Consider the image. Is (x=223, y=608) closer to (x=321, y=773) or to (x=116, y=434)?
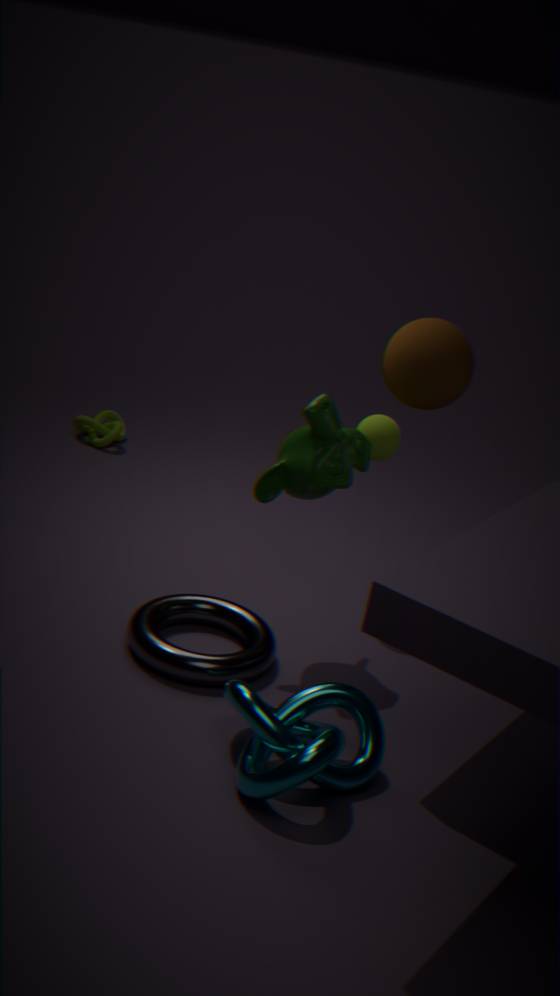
(x=321, y=773)
